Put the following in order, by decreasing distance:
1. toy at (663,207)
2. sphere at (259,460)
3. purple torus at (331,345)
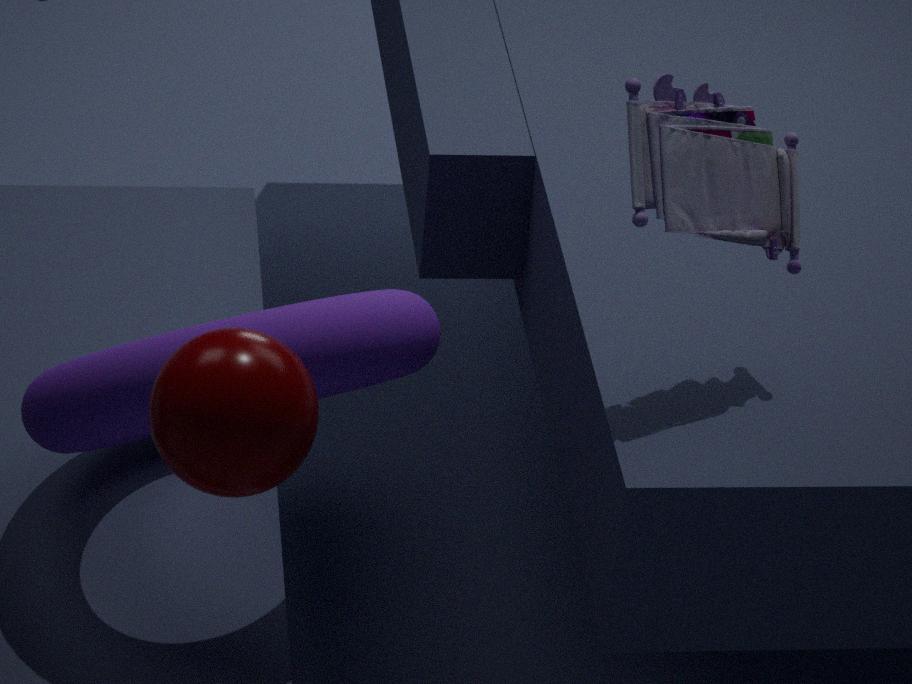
1. toy at (663,207)
2. purple torus at (331,345)
3. sphere at (259,460)
